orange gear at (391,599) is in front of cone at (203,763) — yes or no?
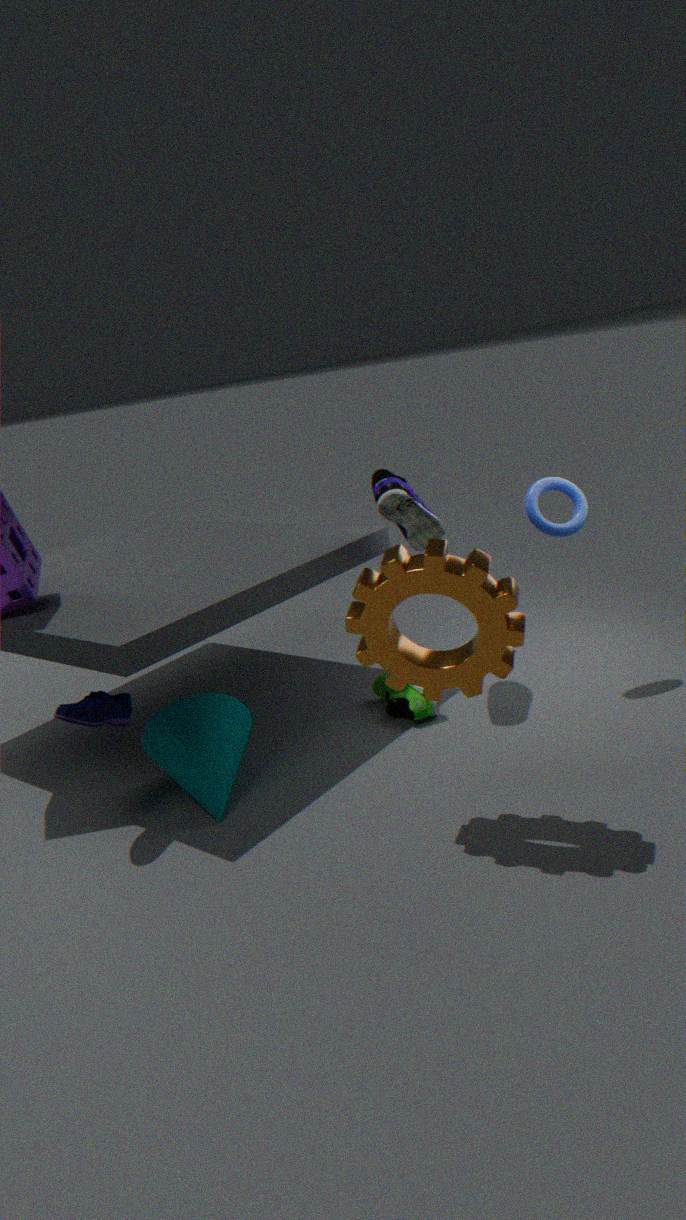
Yes
